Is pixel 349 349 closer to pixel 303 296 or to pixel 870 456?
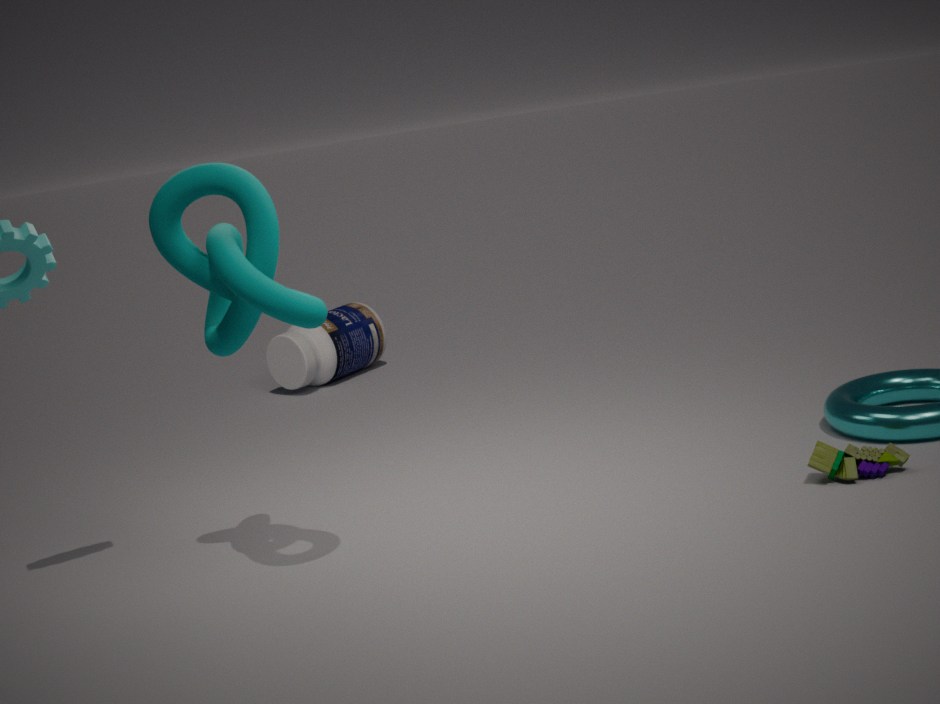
pixel 303 296
